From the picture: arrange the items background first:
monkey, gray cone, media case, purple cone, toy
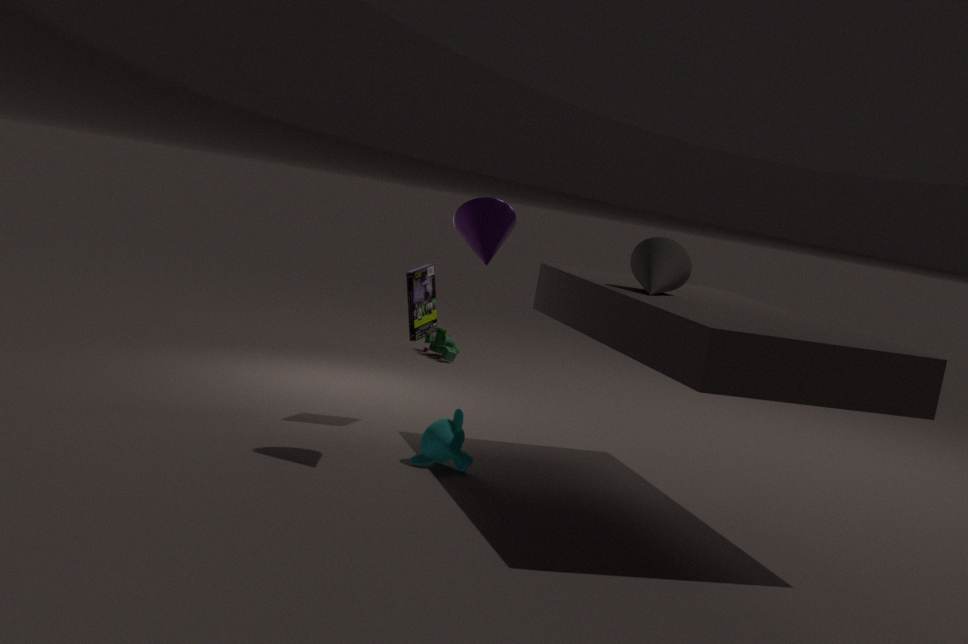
toy < media case < monkey < gray cone < purple cone
